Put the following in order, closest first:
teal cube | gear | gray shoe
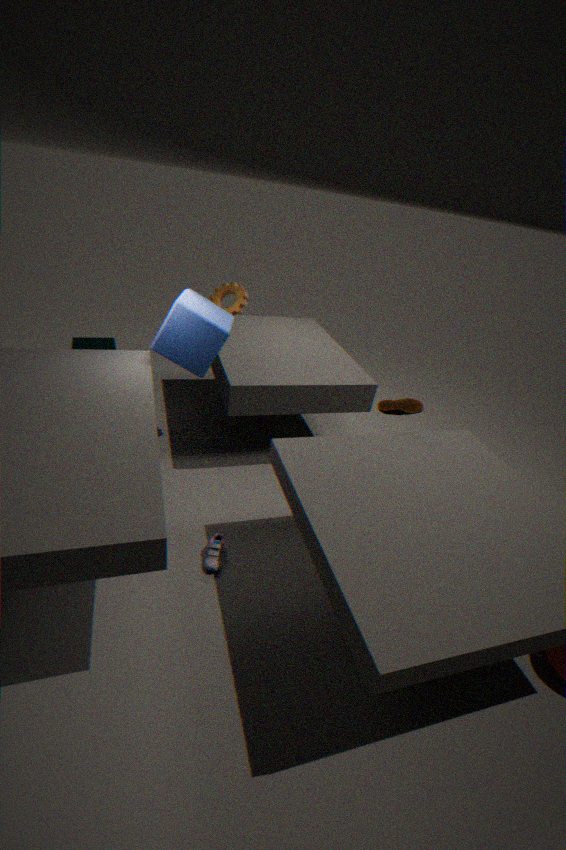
gray shoe, gear, teal cube
